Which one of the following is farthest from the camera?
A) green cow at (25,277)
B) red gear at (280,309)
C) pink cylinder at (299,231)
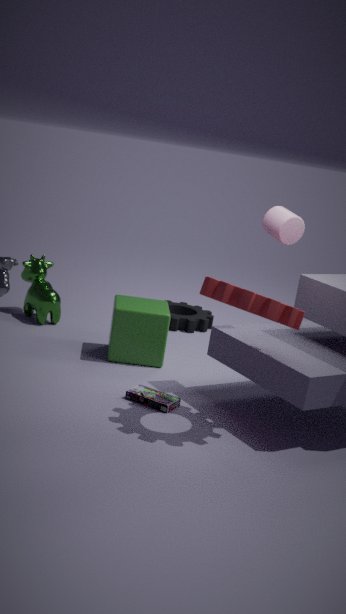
green cow at (25,277)
